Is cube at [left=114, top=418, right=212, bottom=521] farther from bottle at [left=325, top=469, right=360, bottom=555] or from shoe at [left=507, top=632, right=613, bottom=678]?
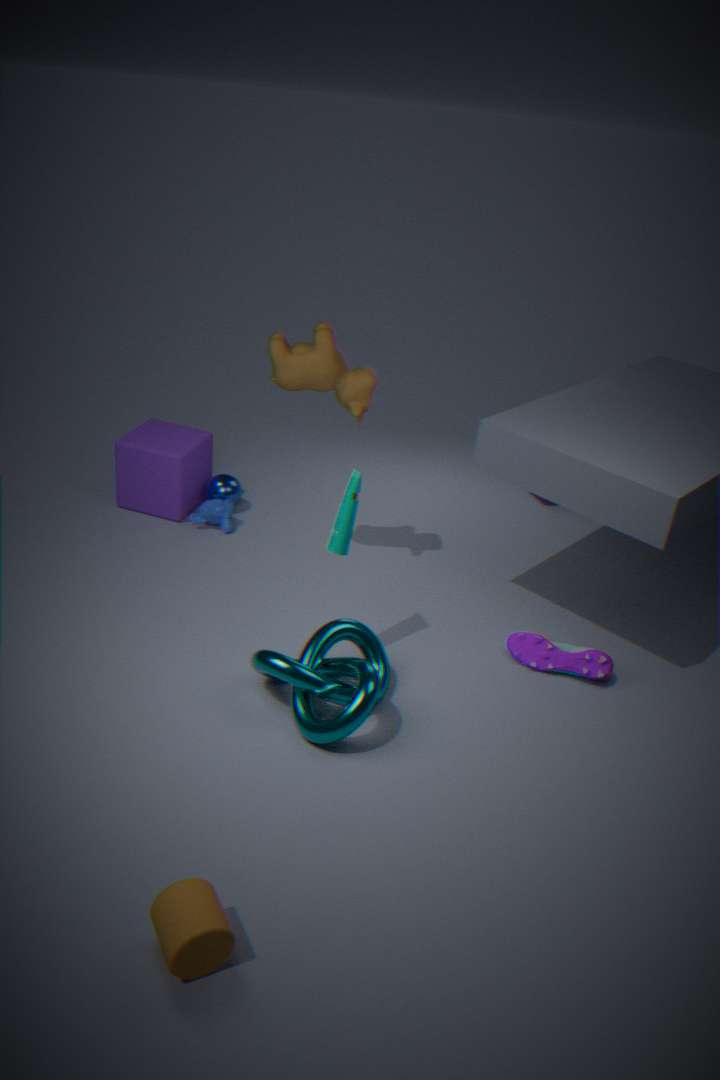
shoe at [left=507, top=632, right=613, bottom=678]
